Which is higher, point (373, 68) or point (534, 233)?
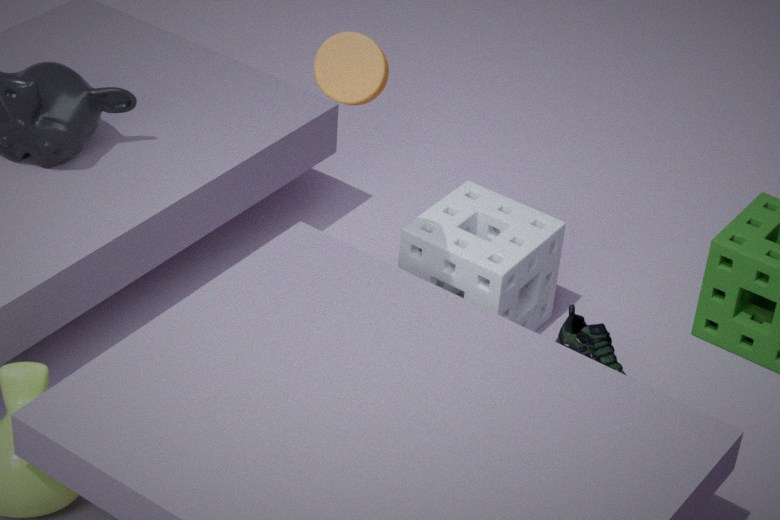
point (373, 68)
